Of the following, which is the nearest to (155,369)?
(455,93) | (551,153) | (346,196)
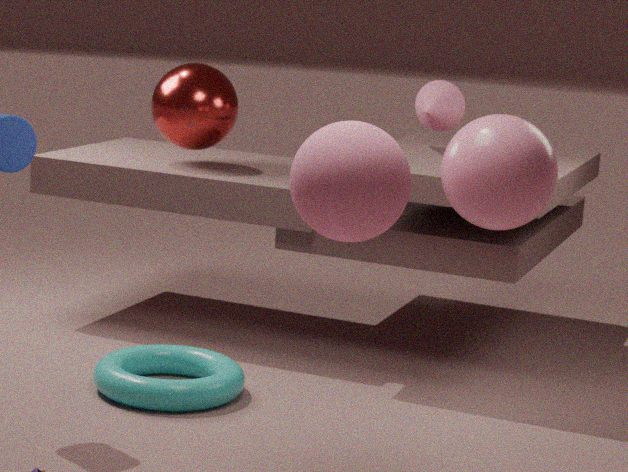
(346,196)
